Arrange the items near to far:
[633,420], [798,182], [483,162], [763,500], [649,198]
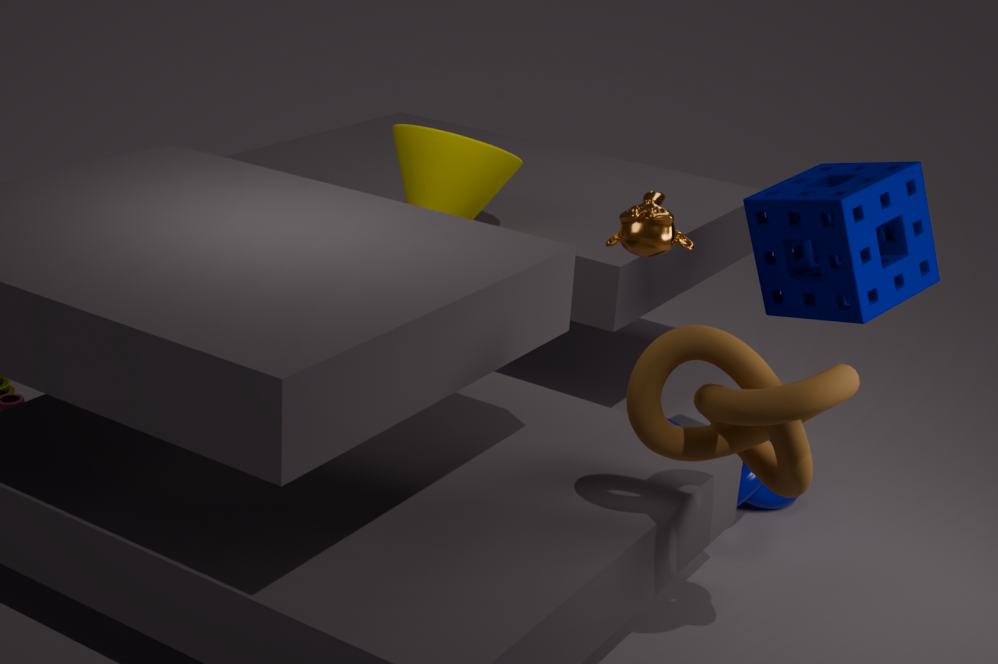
1. [633,420]
2. [649,198]
3. [798,182]
4. [483,162]
5. [763,500]
